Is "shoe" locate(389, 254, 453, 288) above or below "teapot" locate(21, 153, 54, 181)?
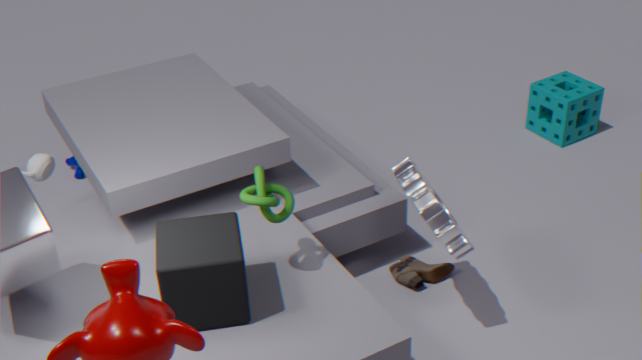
below
